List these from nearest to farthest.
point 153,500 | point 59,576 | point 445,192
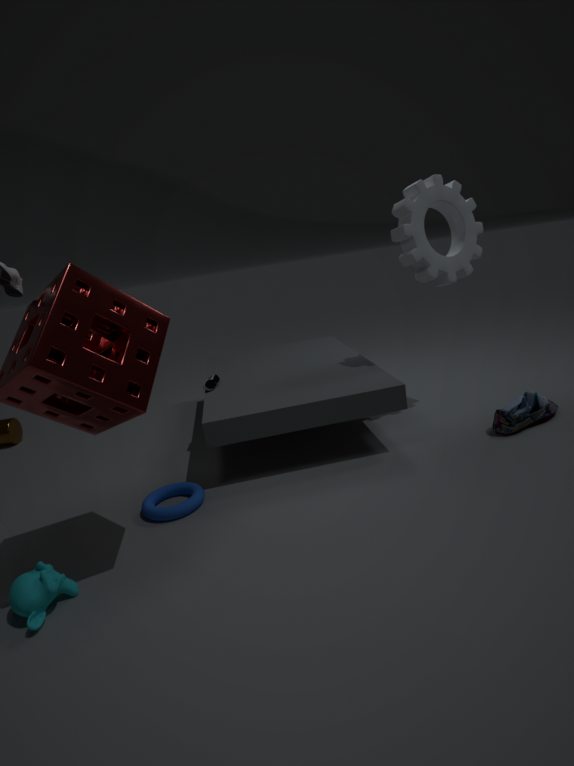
point 59,576, point 153,500, point 445,192
